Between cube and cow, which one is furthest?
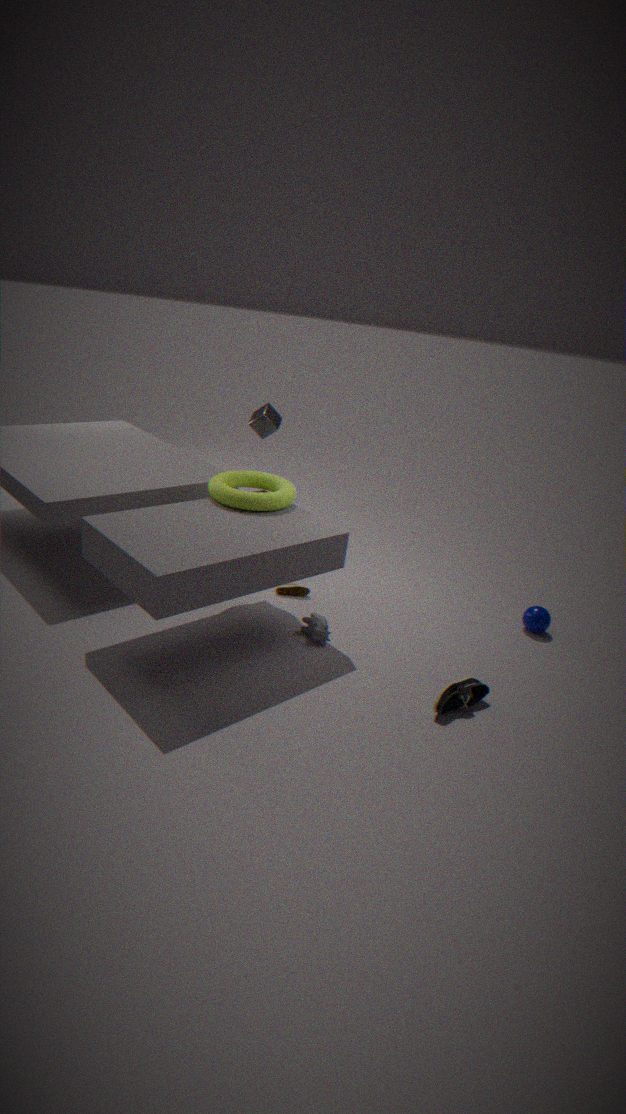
cube
